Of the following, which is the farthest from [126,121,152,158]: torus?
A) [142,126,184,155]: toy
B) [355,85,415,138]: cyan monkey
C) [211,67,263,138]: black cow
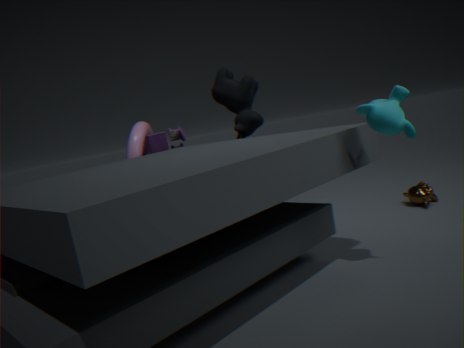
[355,85,415,138]: cyan monkey
